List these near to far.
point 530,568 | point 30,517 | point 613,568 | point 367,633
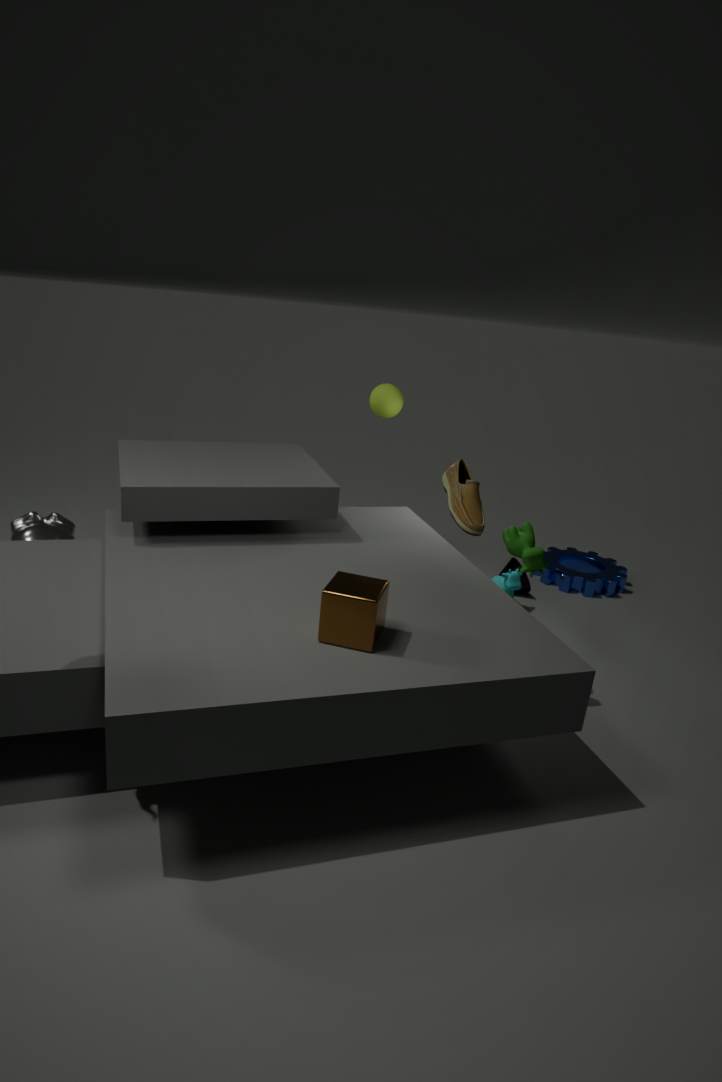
1. point 367,633
2. point 530,568
3. point 30,517
4. point 613,568
